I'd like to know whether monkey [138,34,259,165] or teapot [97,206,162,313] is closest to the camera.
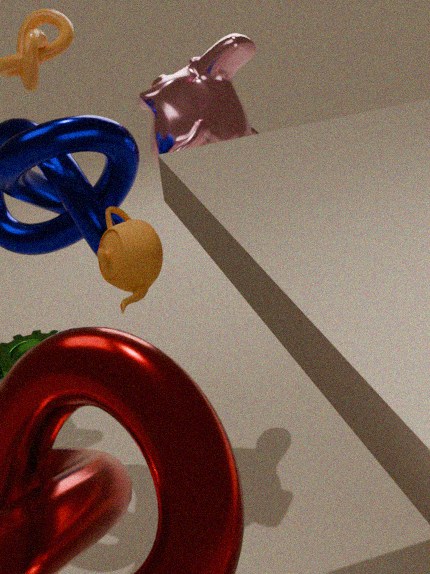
teapot [97,206,162,313]
